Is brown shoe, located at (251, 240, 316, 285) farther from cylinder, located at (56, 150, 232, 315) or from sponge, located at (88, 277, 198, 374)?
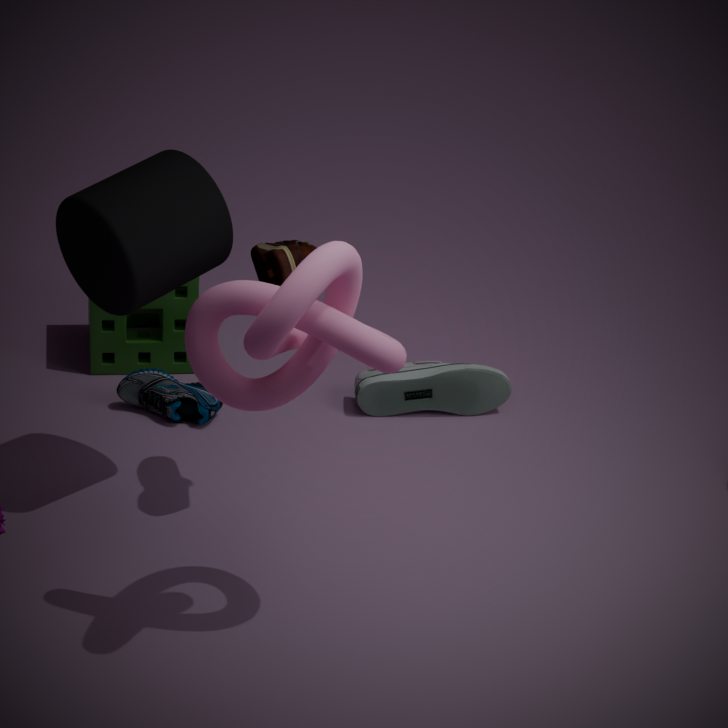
sponge, located at (88, 277, 198, 374)
